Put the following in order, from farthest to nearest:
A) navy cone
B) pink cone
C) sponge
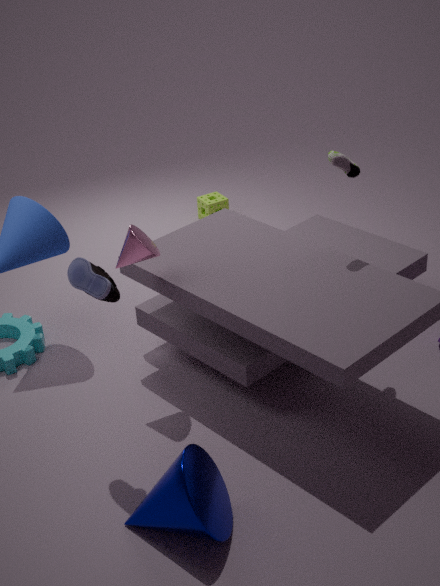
sponge
pink cone
navy cone
